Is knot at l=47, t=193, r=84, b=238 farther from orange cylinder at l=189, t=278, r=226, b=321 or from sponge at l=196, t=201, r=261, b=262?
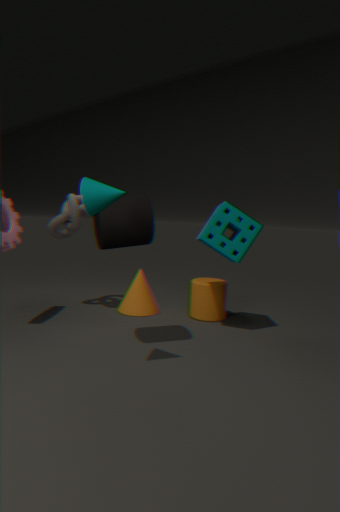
orange cylinder at l=189, t=278, r=226, b=321
